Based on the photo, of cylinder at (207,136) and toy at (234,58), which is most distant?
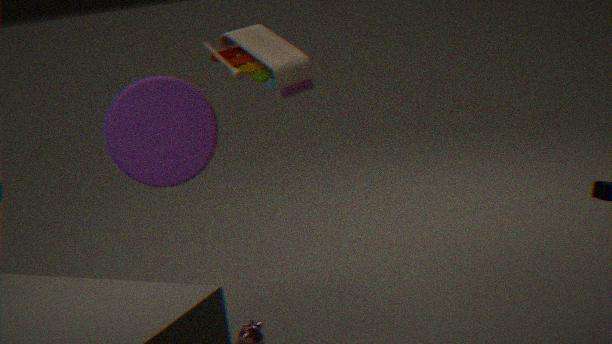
toy at (234,58)
